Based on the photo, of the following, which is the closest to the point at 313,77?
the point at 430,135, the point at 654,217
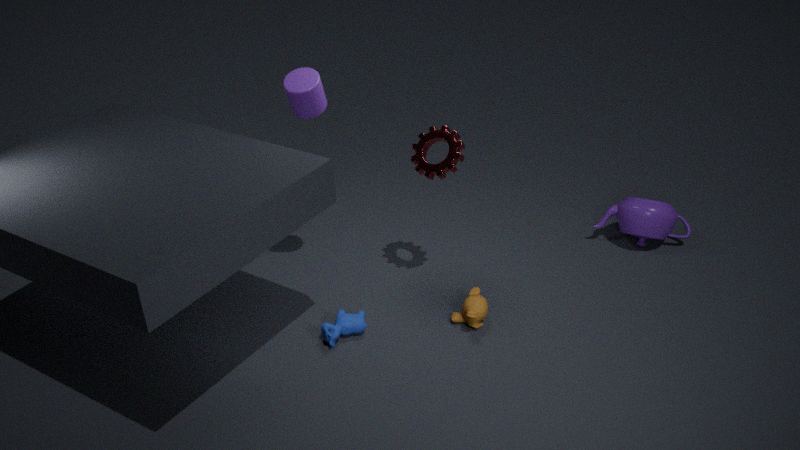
the point at 430,135
